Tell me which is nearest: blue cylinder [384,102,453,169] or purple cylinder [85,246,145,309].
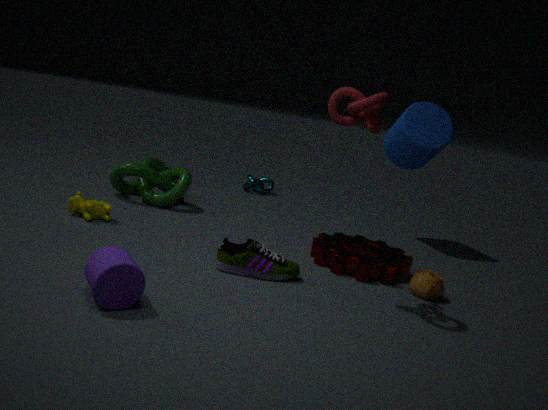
purple cylinder [85,246,145,309]
